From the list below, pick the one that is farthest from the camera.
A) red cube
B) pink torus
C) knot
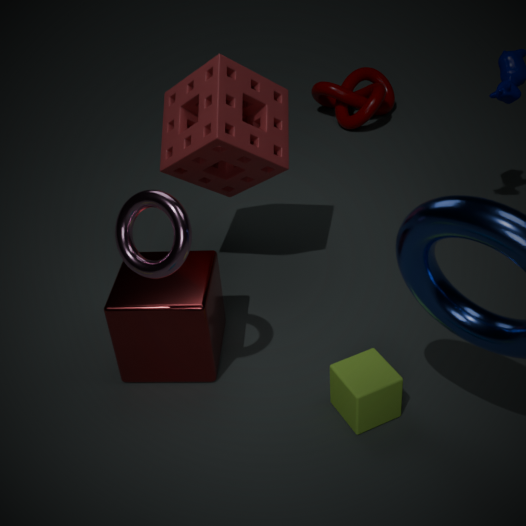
knot
